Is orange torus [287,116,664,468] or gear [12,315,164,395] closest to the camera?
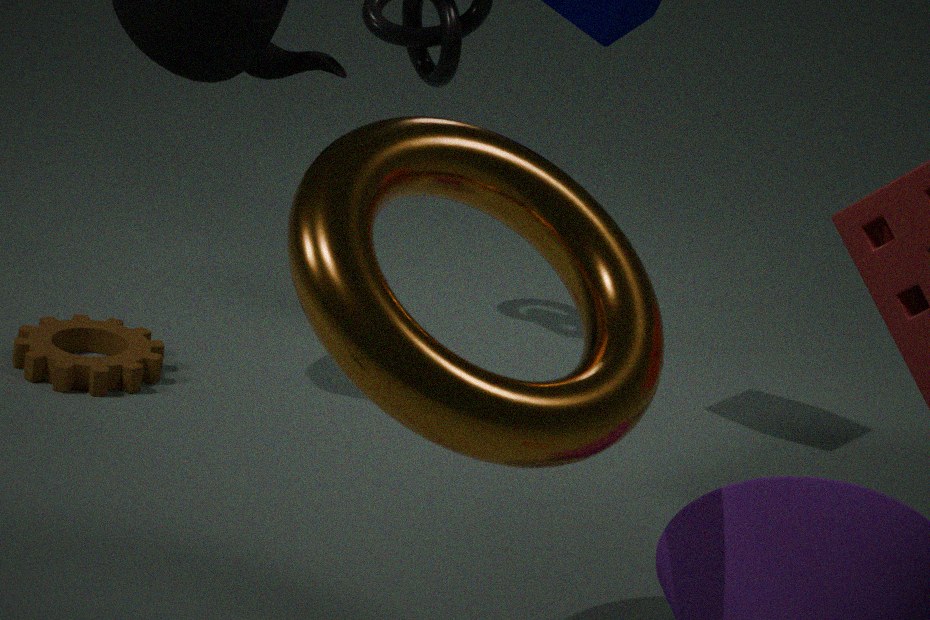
orange torus [287,116,664,468]
